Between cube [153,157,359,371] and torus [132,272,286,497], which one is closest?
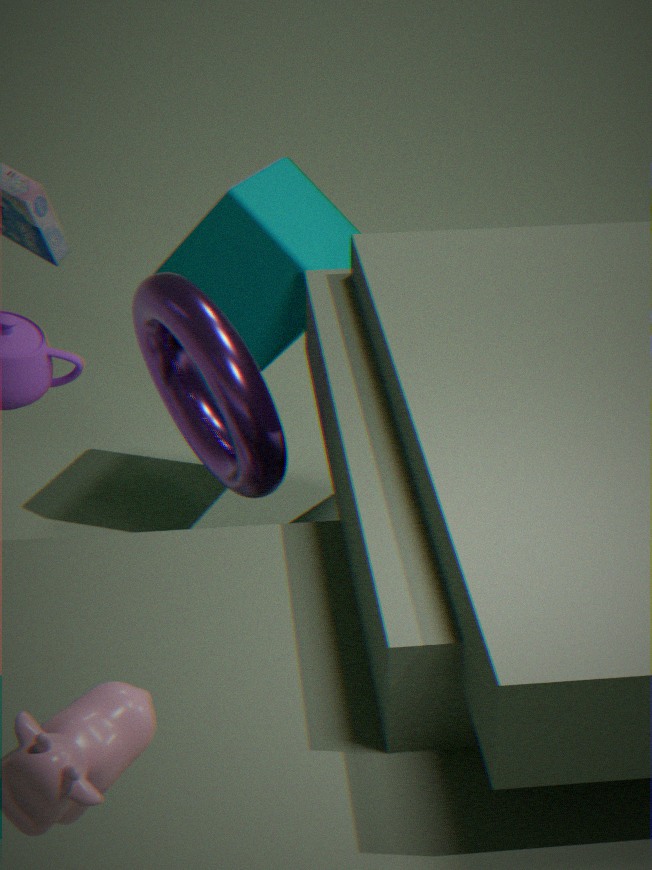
torus [132,272,286,497]
